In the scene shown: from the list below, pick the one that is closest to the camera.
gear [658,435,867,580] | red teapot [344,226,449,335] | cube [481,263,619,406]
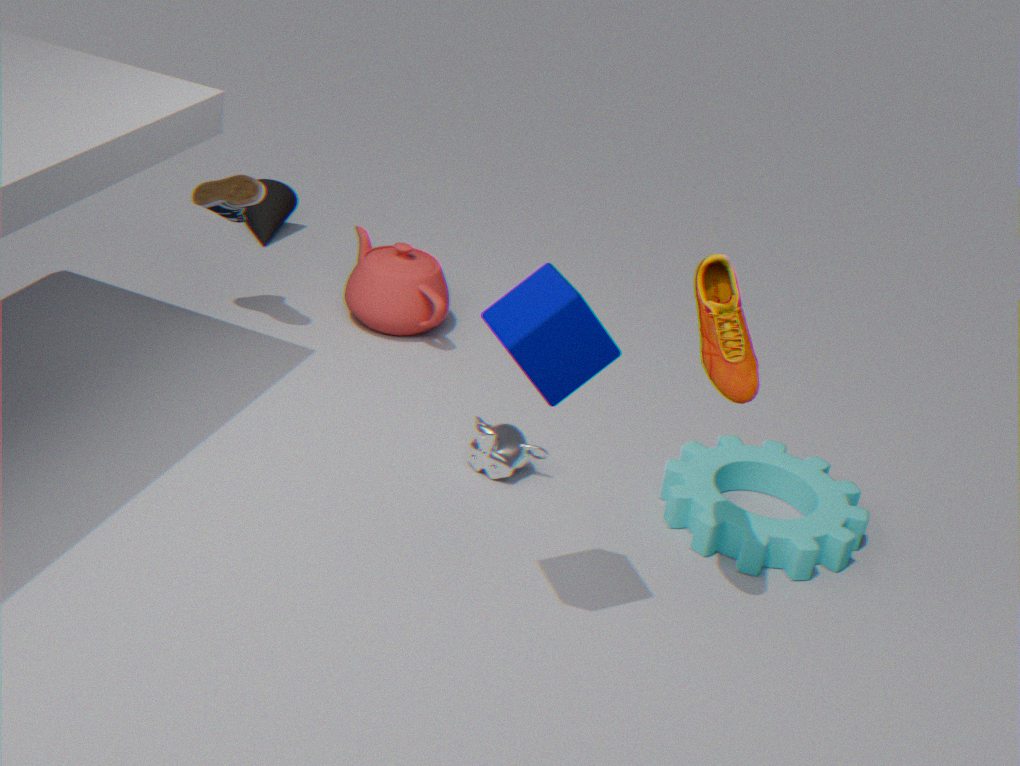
cube [481,263,619,406]
